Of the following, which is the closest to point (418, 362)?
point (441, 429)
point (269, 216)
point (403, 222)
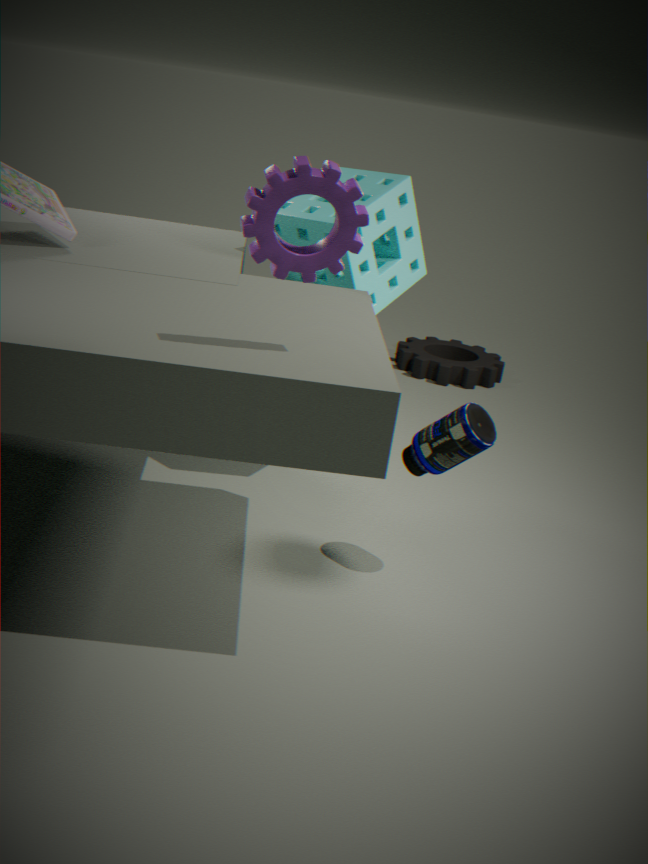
point (403, 222)
